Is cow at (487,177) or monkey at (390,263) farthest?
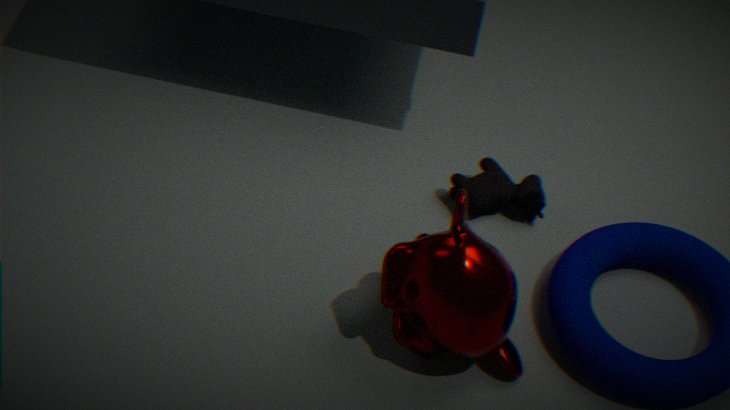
cow at (487,177)
